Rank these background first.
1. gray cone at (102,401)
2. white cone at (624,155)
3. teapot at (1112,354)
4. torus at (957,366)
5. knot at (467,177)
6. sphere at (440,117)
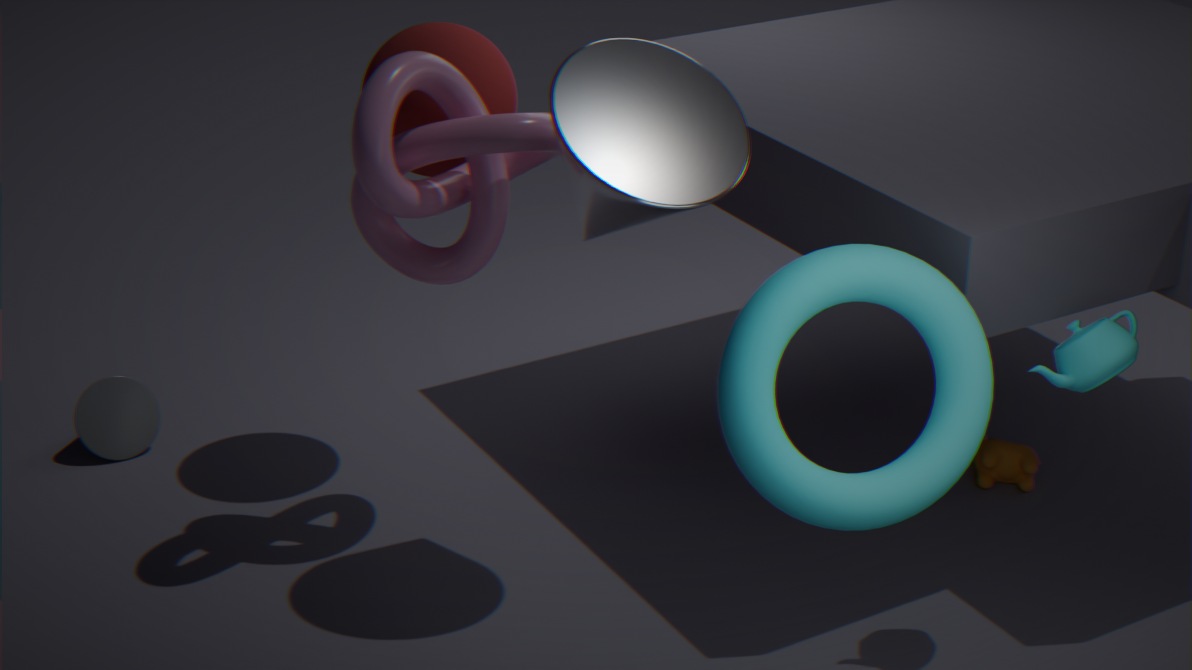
gray cone at (102,401) → sphere at (440,117) → knot at (467,177) → white cone at (624,155) → teapot at (1112,354) → torus at (957,366)
